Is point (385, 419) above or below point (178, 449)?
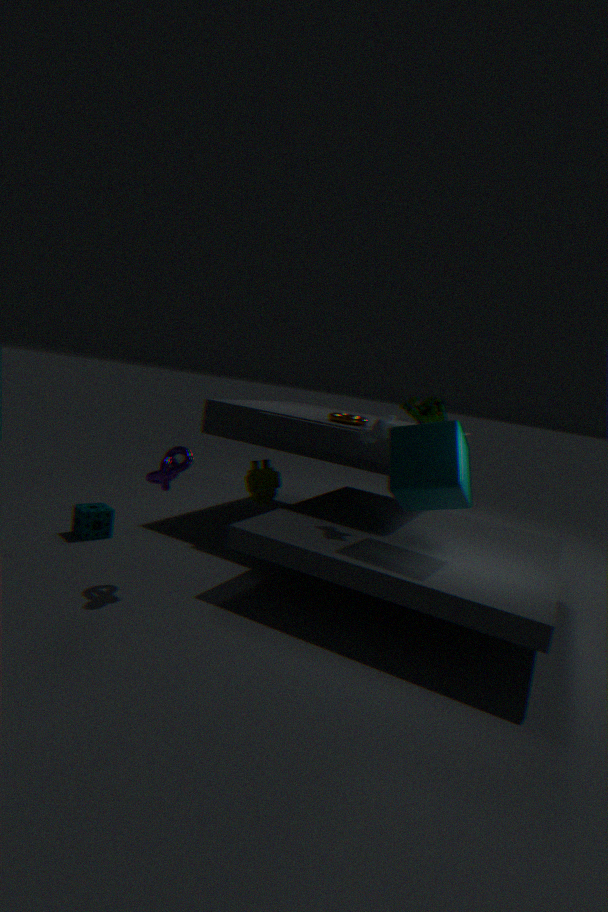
above
